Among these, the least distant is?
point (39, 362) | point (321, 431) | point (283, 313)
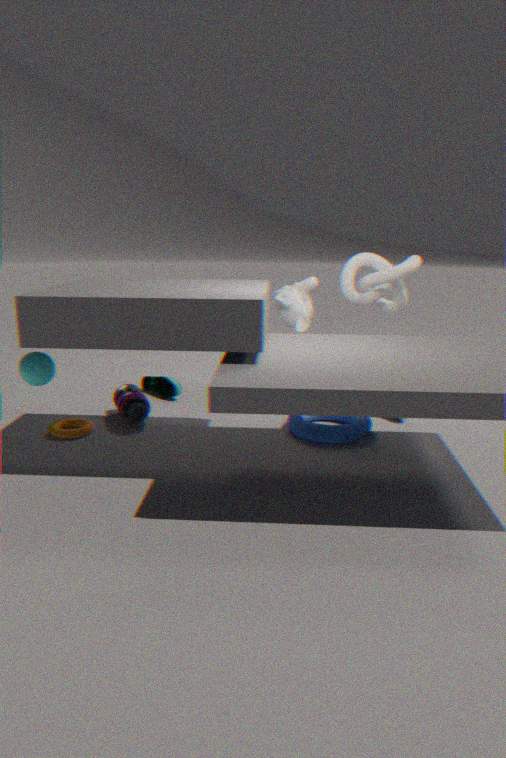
point (39, 362)
